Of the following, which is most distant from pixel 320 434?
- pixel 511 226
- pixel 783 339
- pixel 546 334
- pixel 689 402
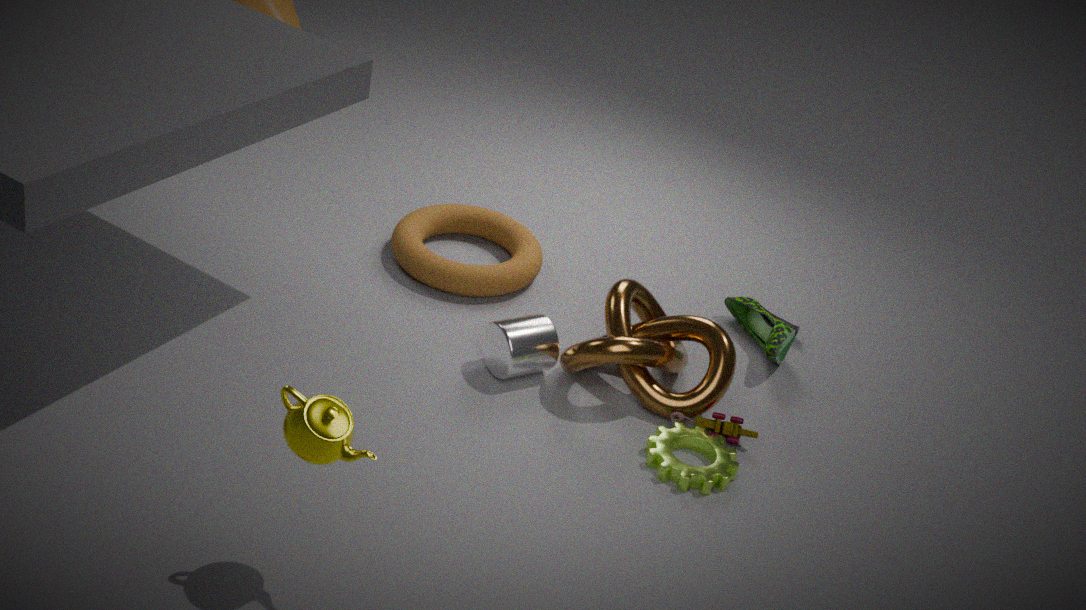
pixel 783 339
